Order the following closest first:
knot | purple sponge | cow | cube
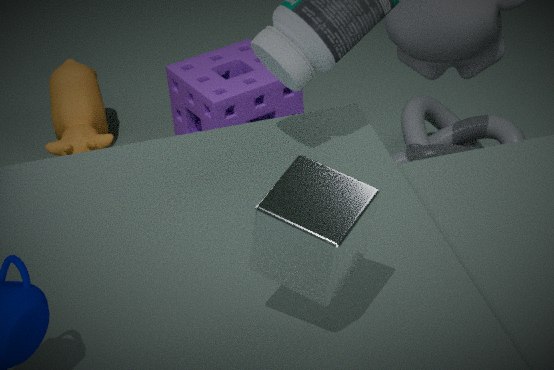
cube → knot → purple sponge → cow
